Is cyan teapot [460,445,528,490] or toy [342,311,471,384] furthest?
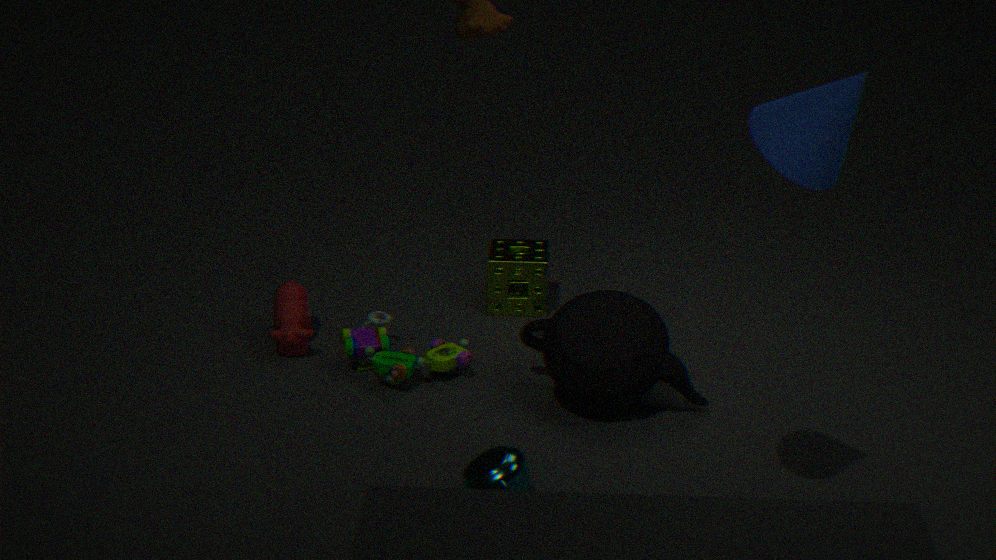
toy [342,311,471,384]
